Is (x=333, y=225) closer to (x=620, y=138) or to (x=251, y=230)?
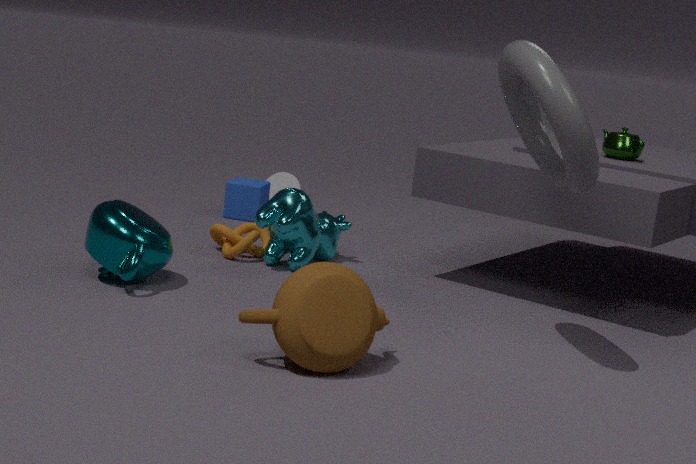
(x=251, y=230)
